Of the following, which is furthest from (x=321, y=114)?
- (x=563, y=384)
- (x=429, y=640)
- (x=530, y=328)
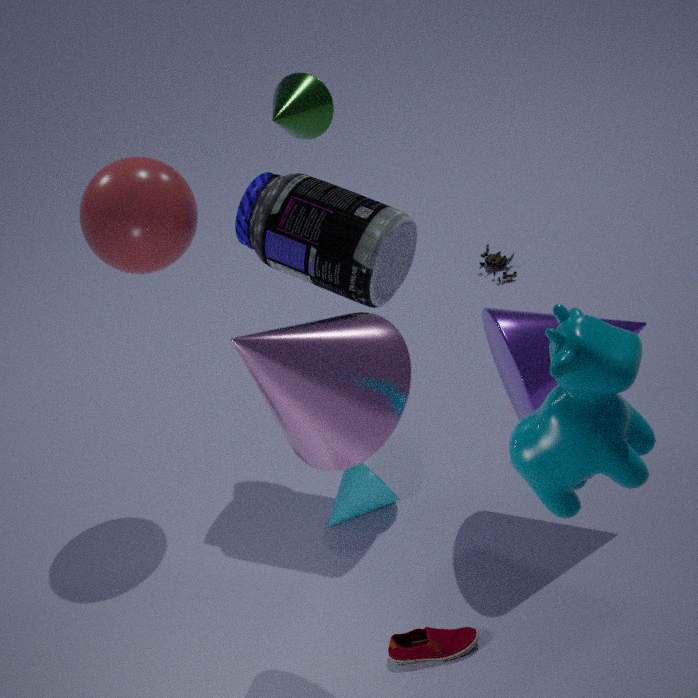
(x=429, y=640)
